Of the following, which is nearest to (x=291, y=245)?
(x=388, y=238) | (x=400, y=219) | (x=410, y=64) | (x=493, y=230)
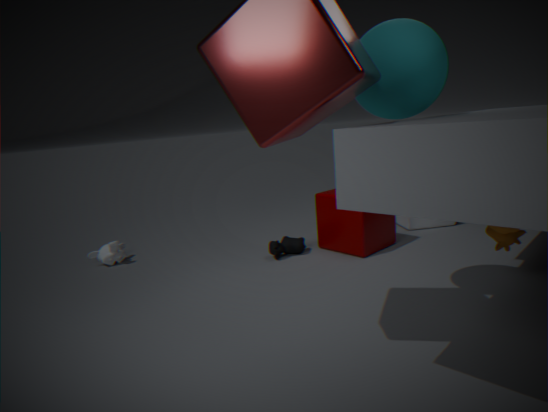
(x=388, y=238)
